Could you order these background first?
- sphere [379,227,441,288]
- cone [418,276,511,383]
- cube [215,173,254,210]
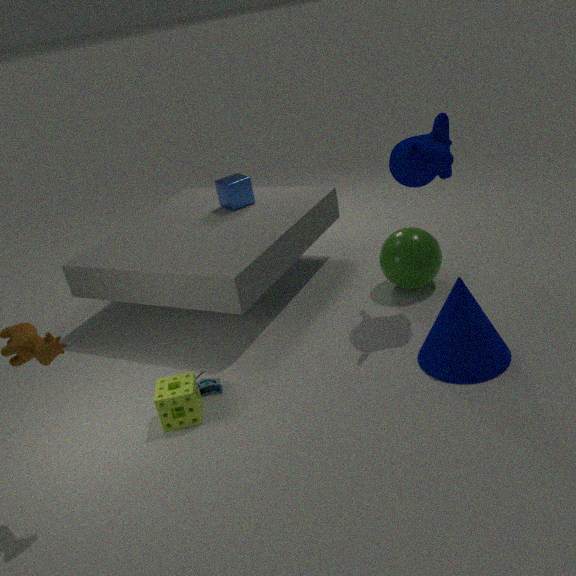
1. cube [215,173,254,210]
2. sphere [379,227,441,288]
3. cone [418,276,511,383]
